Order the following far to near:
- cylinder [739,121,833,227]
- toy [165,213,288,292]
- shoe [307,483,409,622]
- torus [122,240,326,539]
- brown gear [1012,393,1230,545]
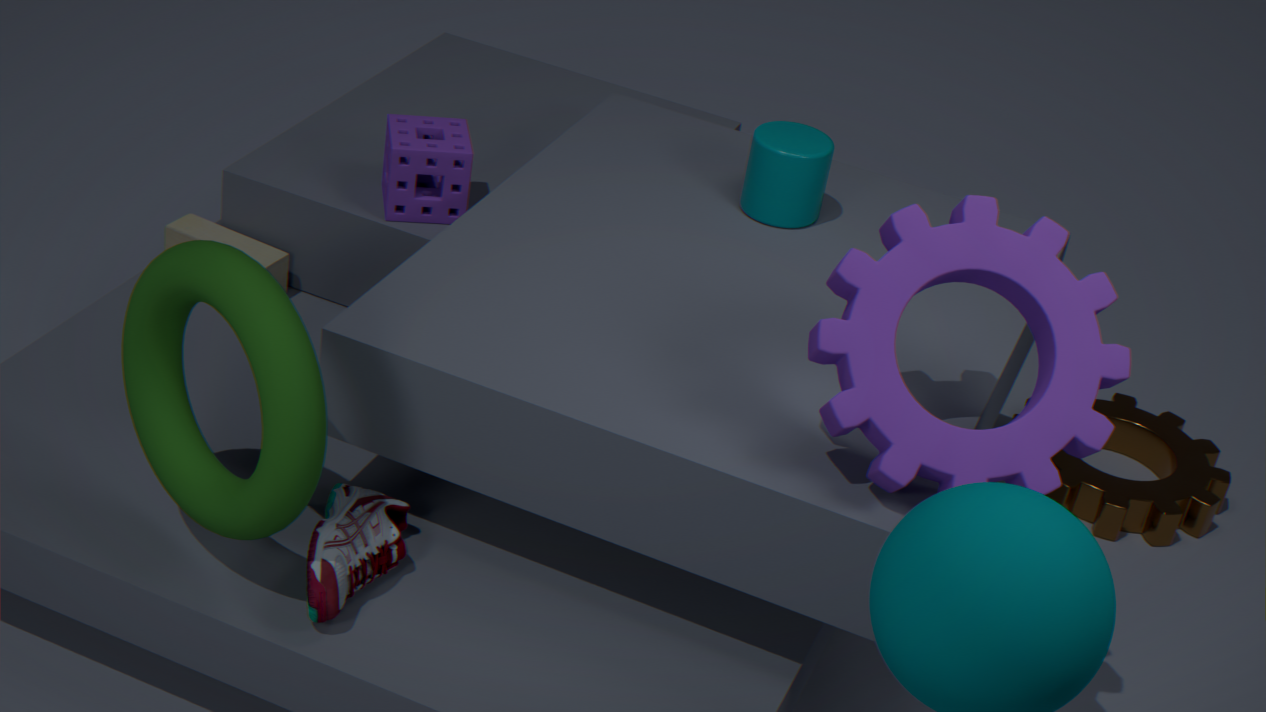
brown gear [1012,393,1230,545]
toy [165,213,288,292]
cylinder [739,121,833,227]
shoe [307,483,409,622]
torus [122,240,326,539]
